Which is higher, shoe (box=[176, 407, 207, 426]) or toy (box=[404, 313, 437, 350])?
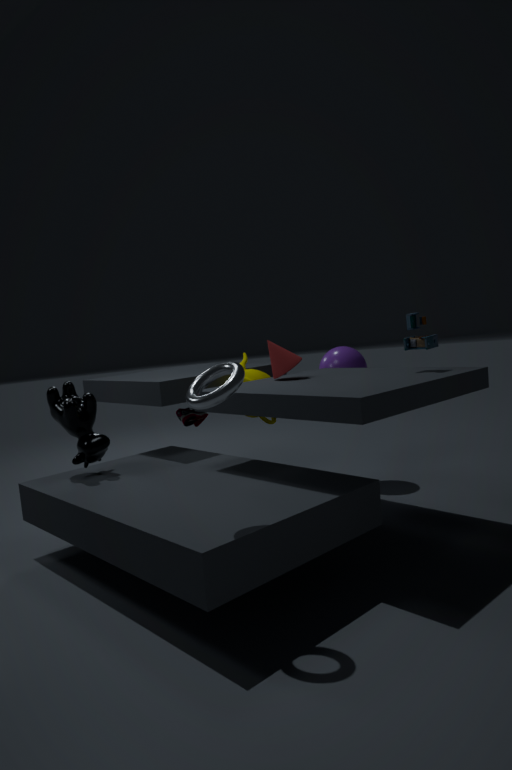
toy (box=[404, 313, 437, 350])
